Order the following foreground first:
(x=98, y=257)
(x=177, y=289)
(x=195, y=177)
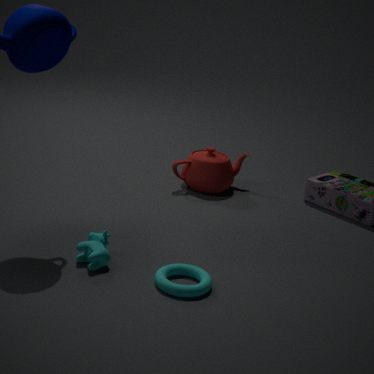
(x=177, y=289) → (x=98, y=257) → (x=195, y=177)
